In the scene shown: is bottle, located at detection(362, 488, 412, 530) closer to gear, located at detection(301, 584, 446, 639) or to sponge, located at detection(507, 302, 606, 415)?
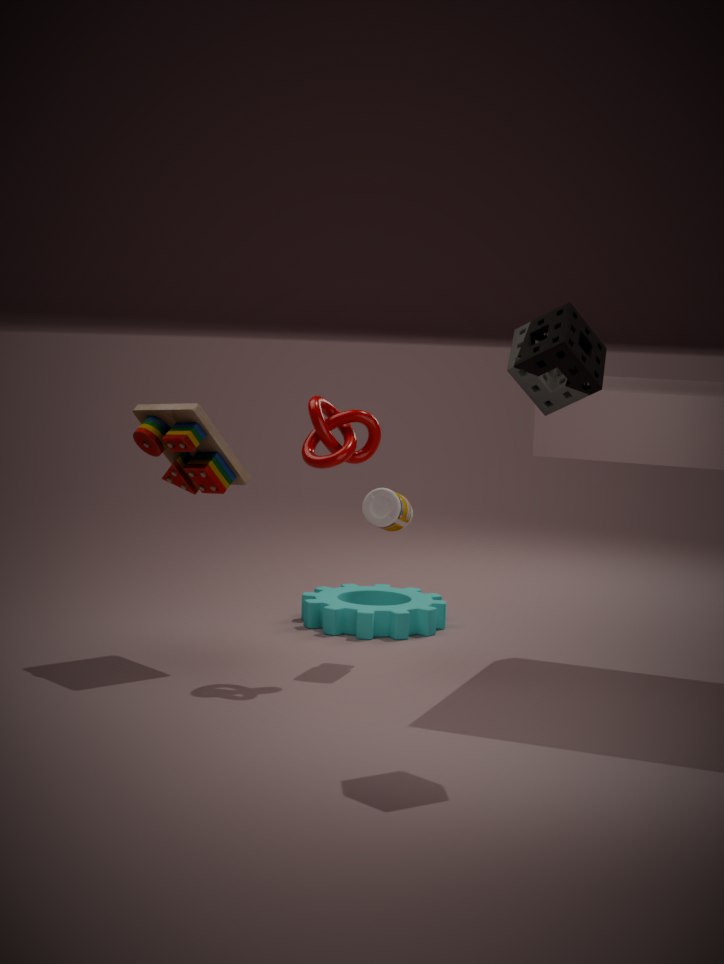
gear, located at detection(301, 584, 446, 639)
